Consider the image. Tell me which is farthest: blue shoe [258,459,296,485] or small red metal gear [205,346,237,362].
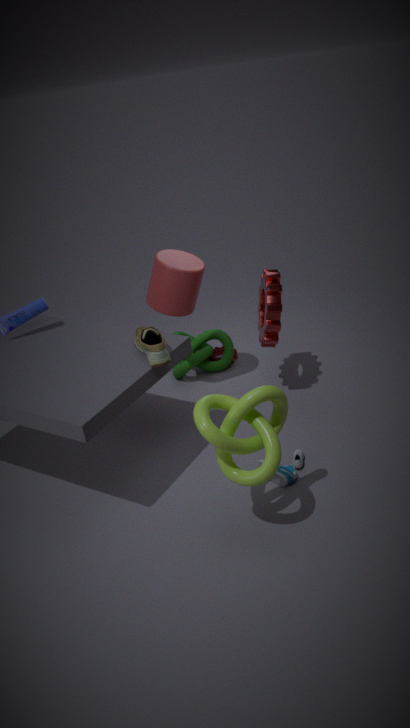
small red metal gear [205,346,237,362]
